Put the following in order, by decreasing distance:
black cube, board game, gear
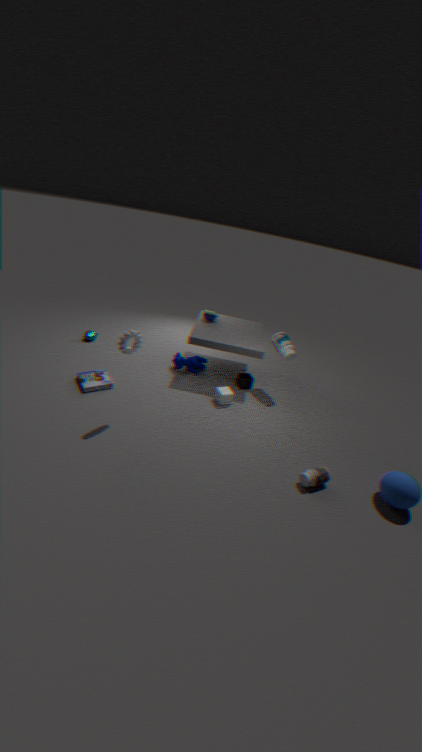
black cube → board game → gear
